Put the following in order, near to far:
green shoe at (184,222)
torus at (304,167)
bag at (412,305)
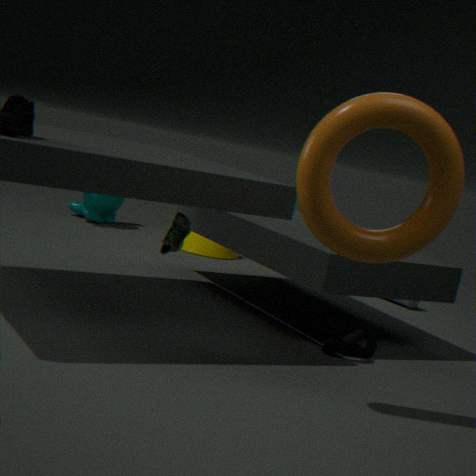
torus at (304,167) < green shoe at (184,222) < bag at (412,305)
